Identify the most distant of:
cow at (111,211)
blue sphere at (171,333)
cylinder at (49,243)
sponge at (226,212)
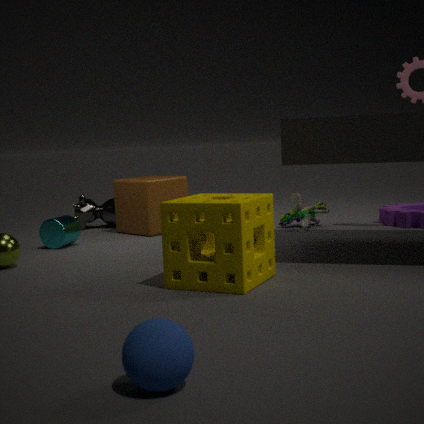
cow at (111,211)
